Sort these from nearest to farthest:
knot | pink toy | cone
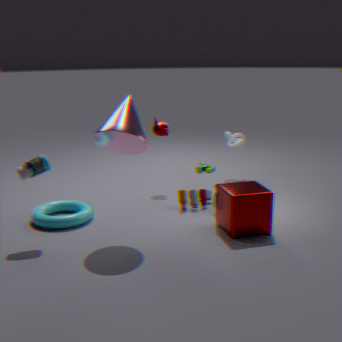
cone, pink toy, knot
